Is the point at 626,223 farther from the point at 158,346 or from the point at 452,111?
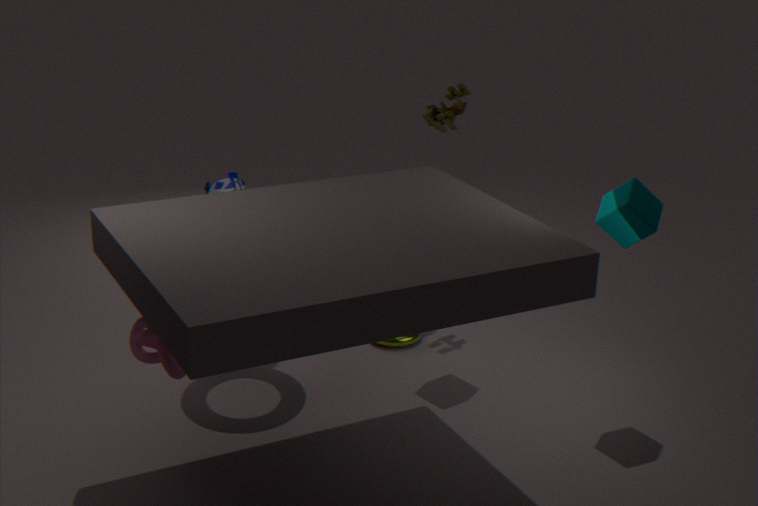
the point at 158,346
